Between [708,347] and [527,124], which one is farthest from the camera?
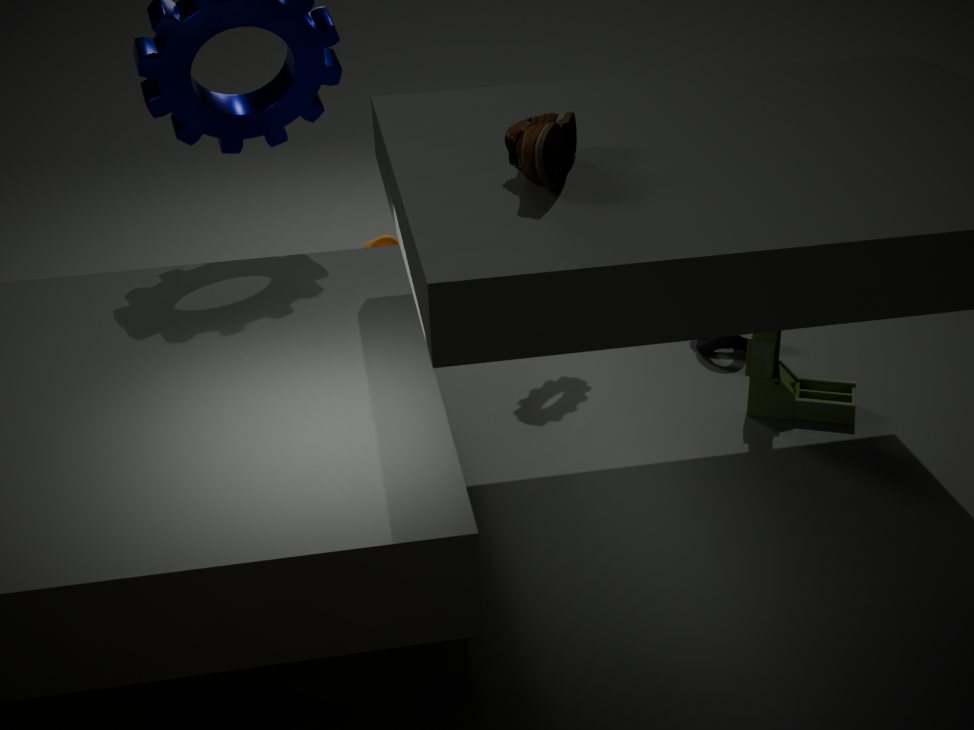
[708,347]
